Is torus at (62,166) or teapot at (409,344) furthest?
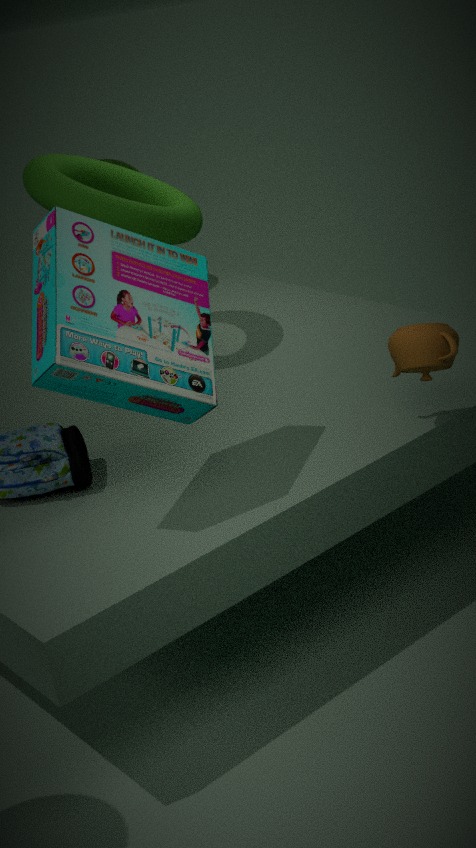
torus at (62,166)
